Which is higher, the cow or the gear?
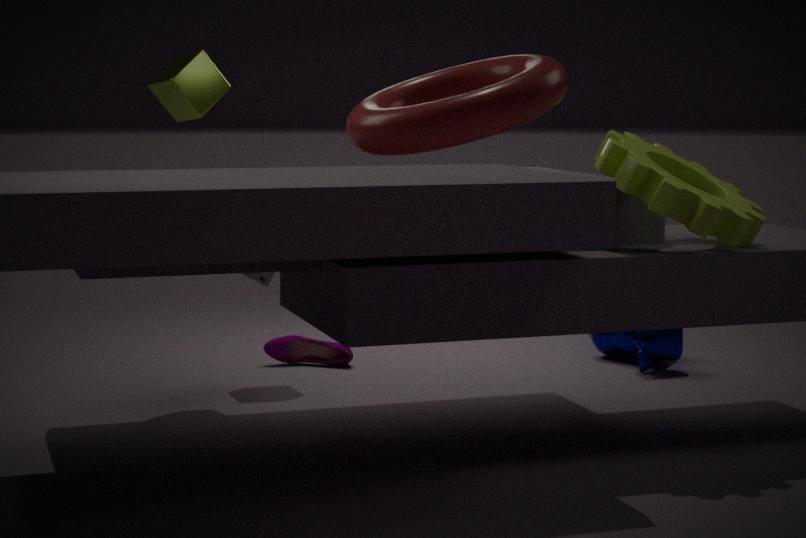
the gear
